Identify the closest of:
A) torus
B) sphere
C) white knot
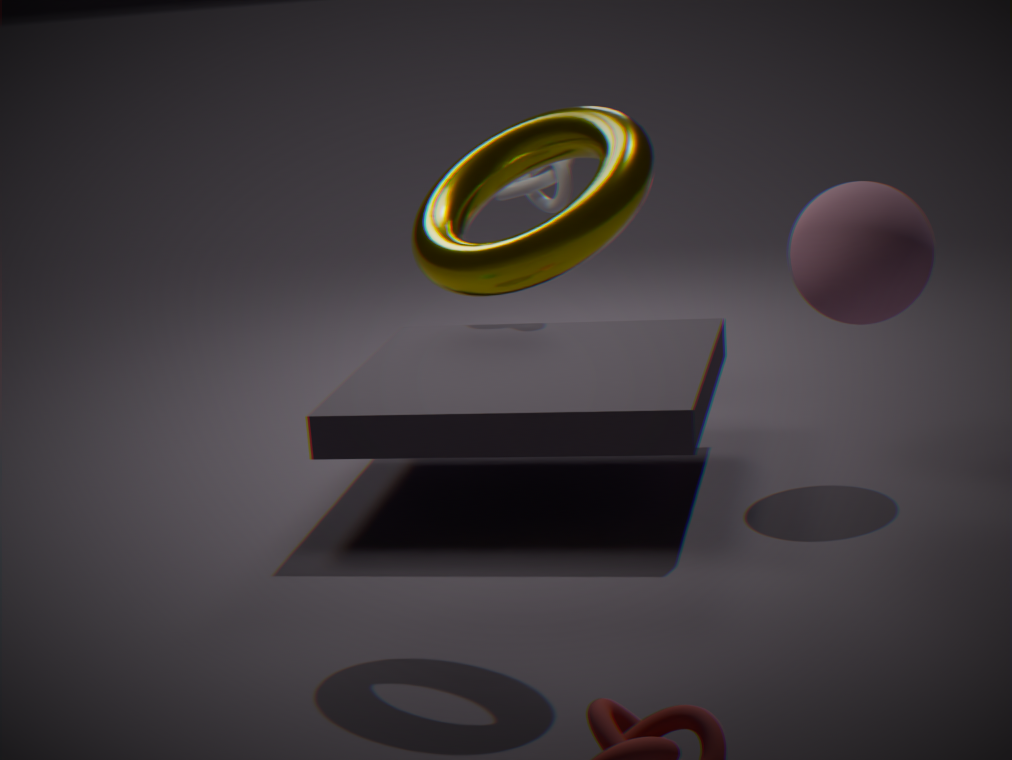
torus
